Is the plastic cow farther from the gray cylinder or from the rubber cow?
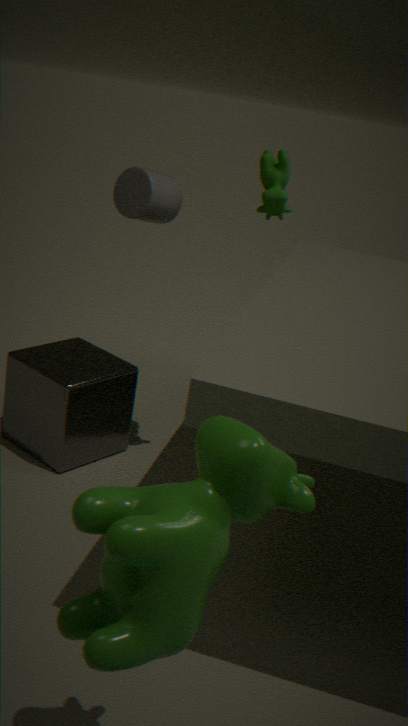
the gray cylinder
